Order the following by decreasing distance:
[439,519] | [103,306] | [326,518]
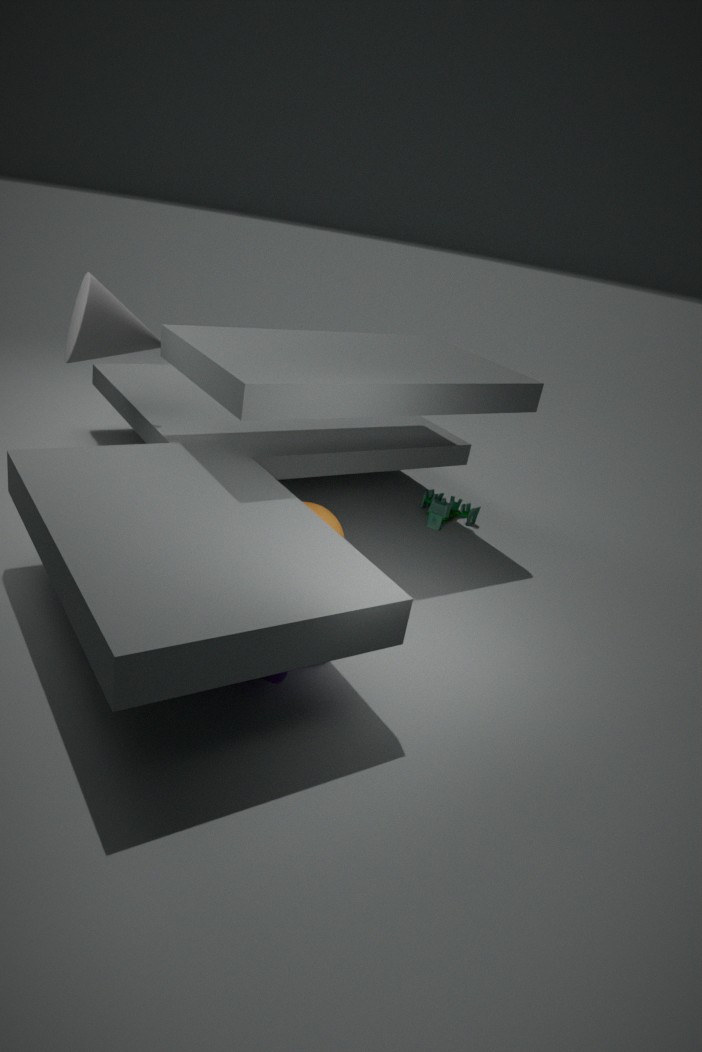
1. [439,519]
2. [103,306]
3. [326,518]
